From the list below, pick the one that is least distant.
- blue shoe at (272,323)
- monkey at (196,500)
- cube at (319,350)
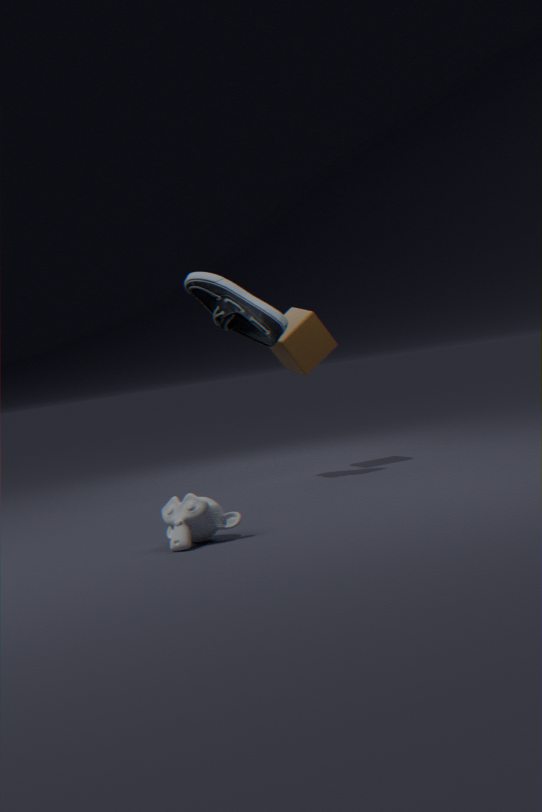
monkey at (196,500)
